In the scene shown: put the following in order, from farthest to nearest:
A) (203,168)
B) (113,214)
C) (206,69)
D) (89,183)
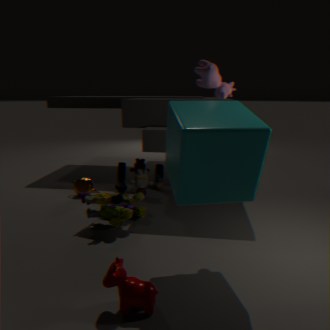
(89,183) < (113,214) < (206,69) < (203,168)
